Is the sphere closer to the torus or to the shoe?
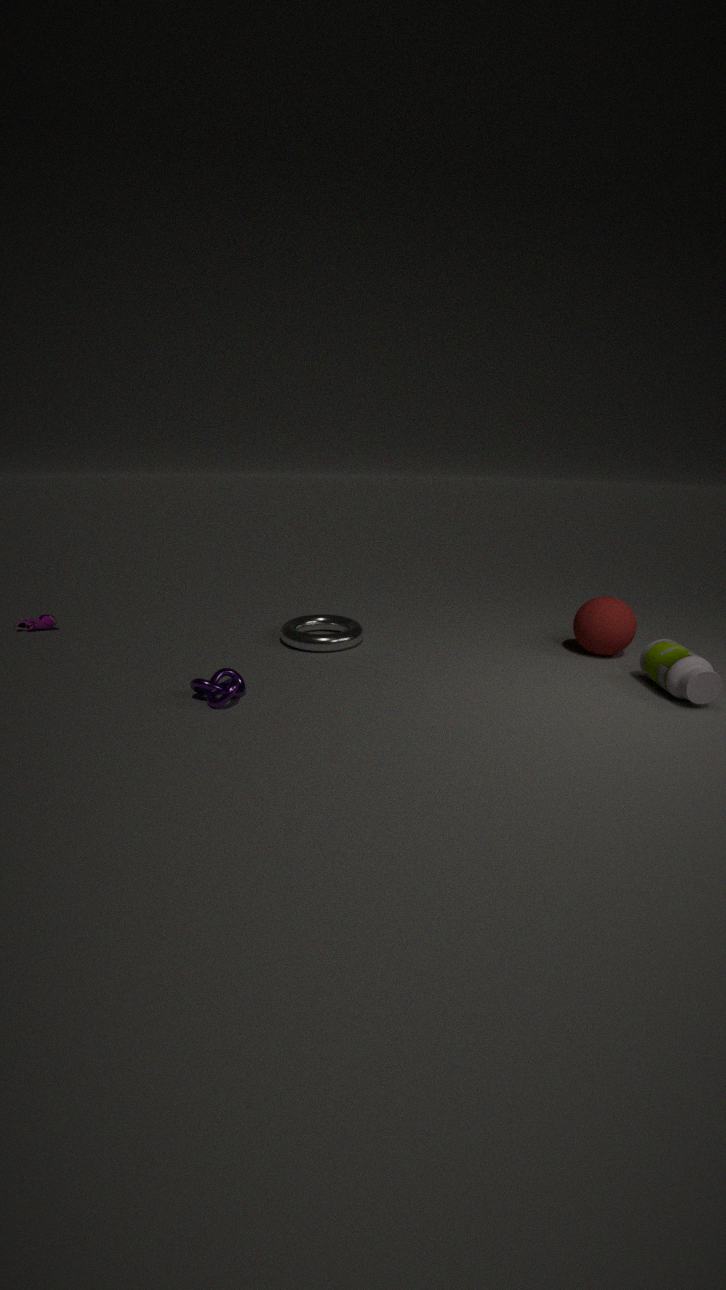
the torus
